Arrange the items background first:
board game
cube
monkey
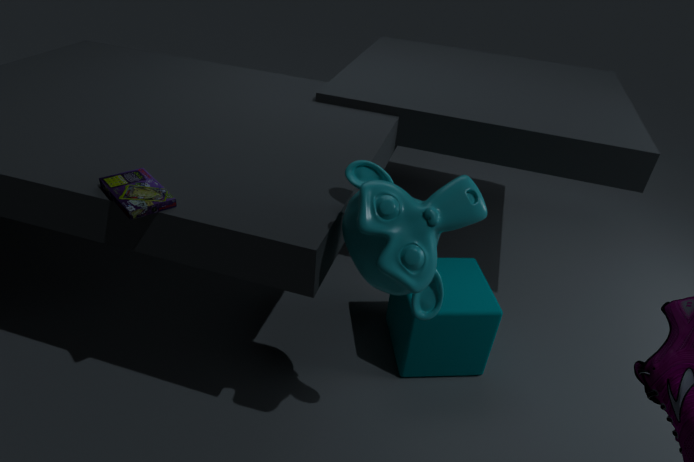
cube → board game → monkey
